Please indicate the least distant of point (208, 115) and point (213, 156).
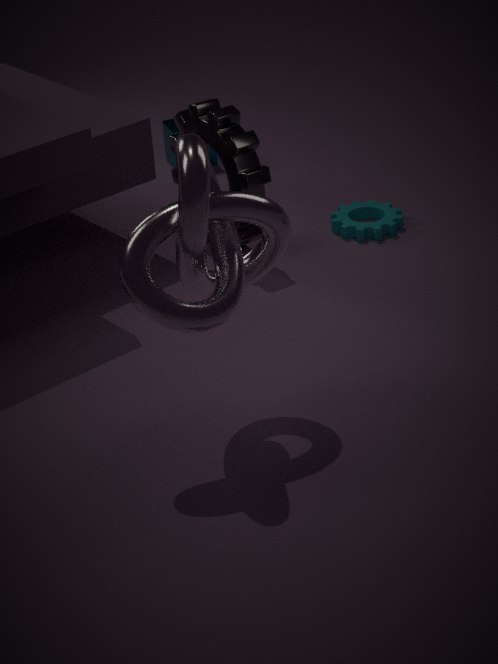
point (208, 115)
